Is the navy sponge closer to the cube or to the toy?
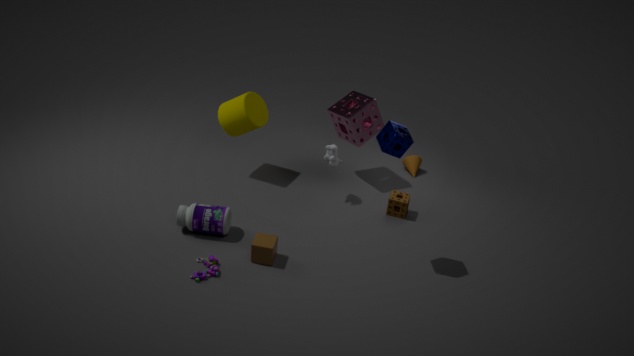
the cube
